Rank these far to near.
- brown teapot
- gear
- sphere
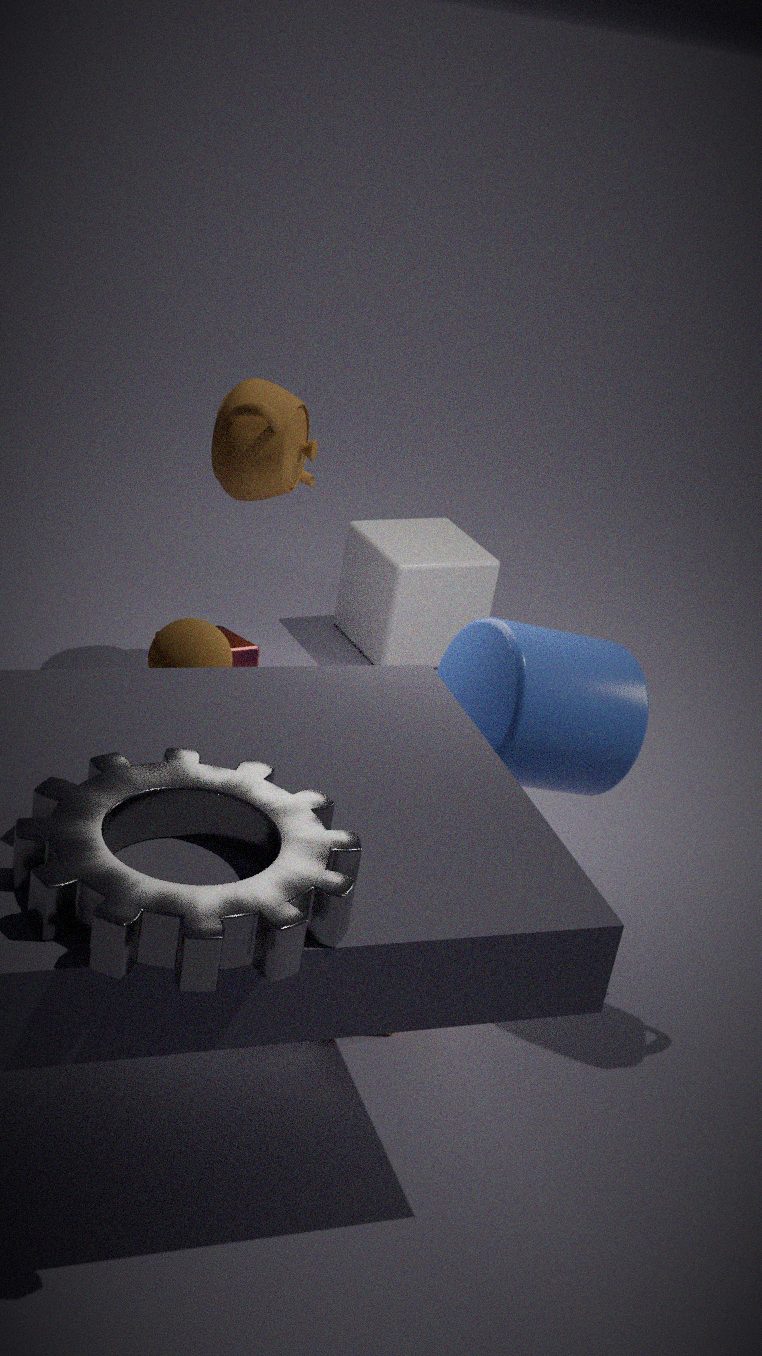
brown teapot < sphere < gear
